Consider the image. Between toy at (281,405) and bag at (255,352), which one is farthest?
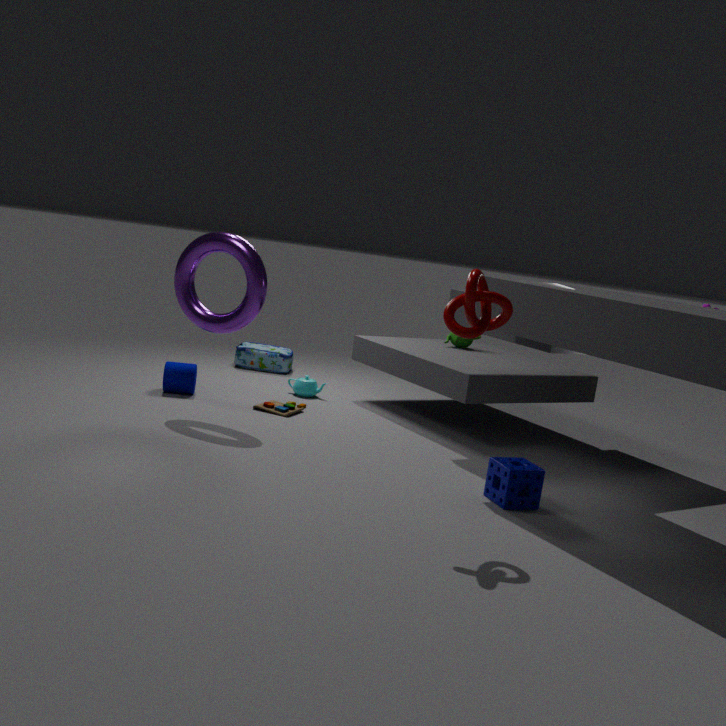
bag at (255,352)
